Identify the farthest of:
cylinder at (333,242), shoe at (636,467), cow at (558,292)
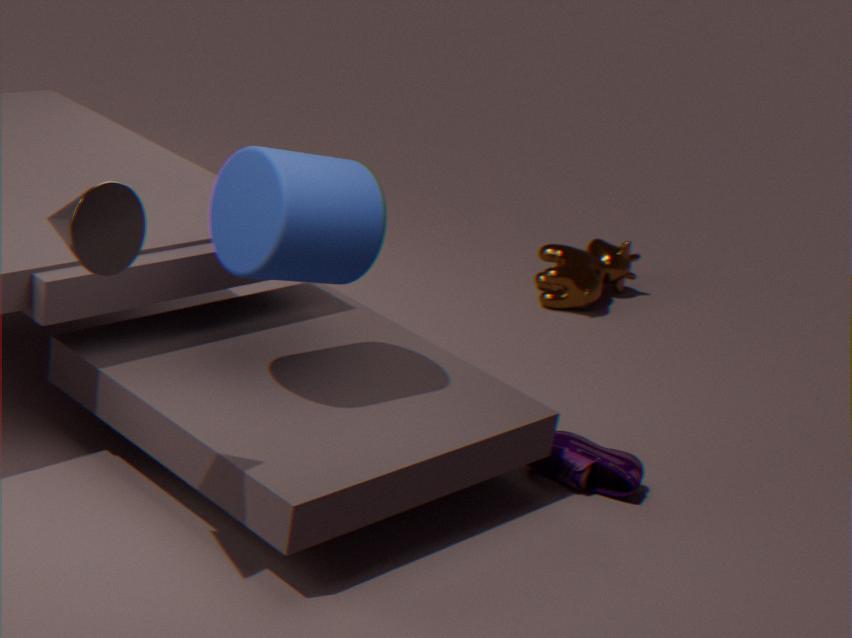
cow at (558,292)
